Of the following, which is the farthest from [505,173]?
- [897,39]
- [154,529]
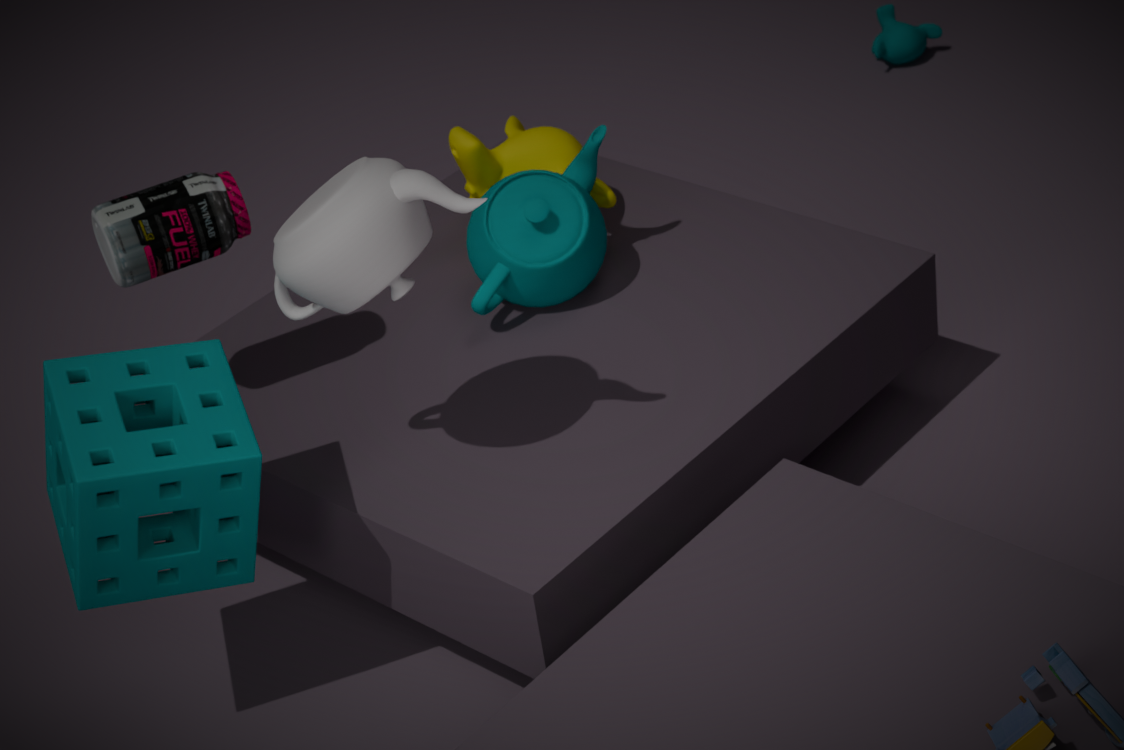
[897,39]
